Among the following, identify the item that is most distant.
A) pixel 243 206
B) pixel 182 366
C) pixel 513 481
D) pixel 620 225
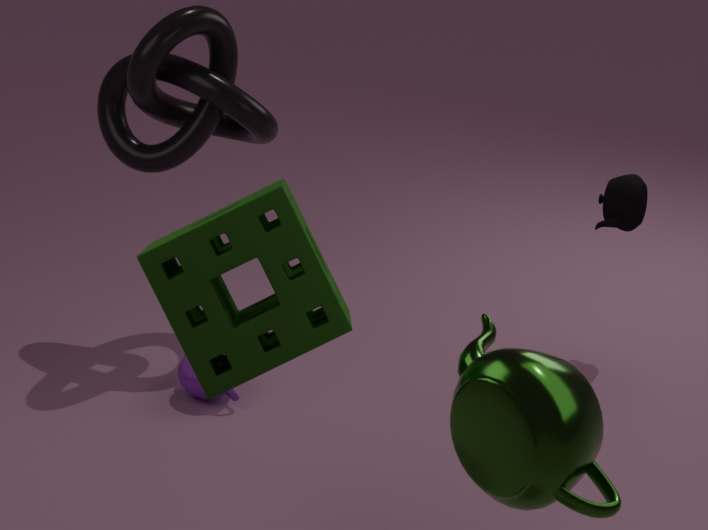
pixel 620 225
